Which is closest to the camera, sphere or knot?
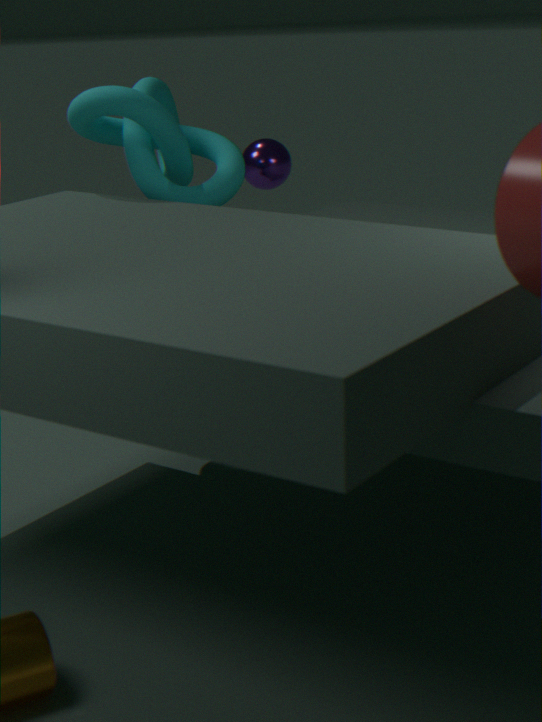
knot
